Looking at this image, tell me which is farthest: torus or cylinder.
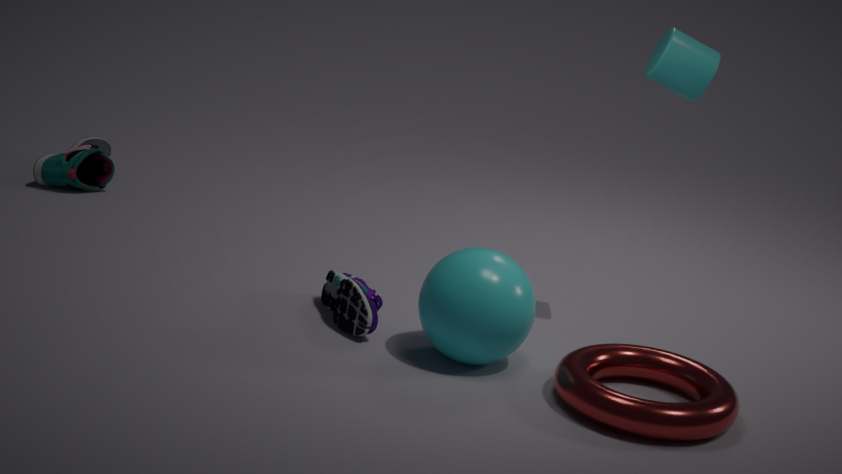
cylinder
